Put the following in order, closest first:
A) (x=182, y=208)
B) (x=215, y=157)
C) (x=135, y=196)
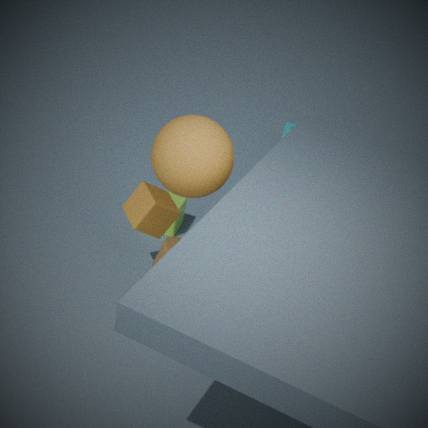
1. (x=215, y=157)
2. (x=135, y=196)
3. (x=182, y=208)
